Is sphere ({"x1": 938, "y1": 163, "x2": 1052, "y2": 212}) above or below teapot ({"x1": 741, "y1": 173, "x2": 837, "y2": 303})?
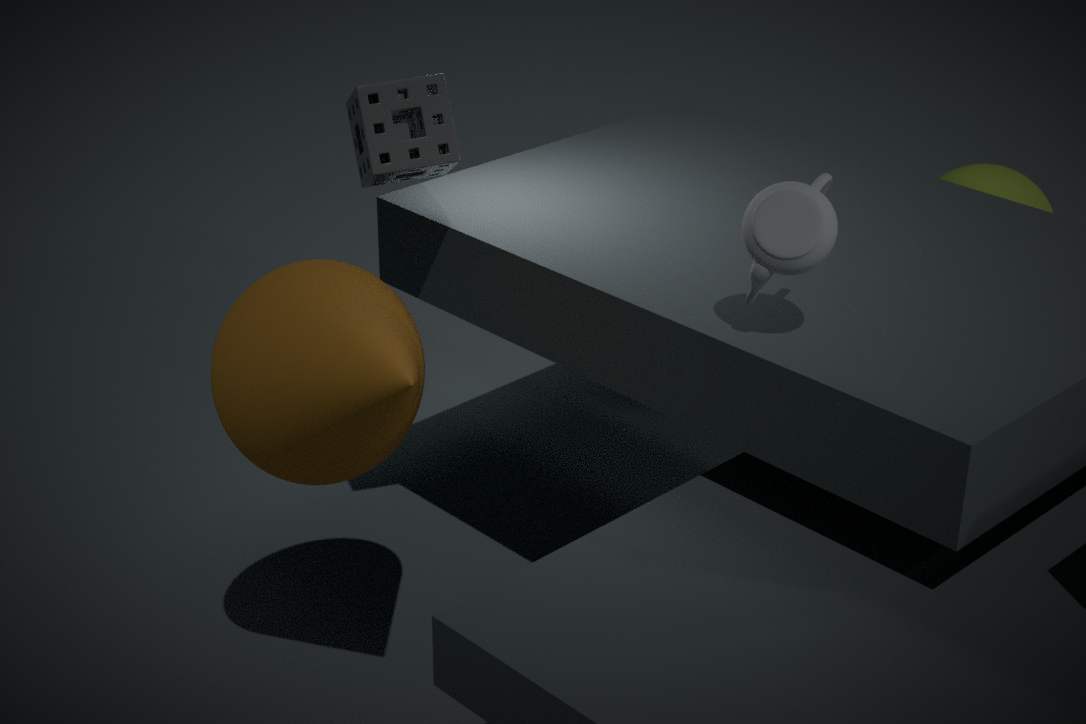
below
